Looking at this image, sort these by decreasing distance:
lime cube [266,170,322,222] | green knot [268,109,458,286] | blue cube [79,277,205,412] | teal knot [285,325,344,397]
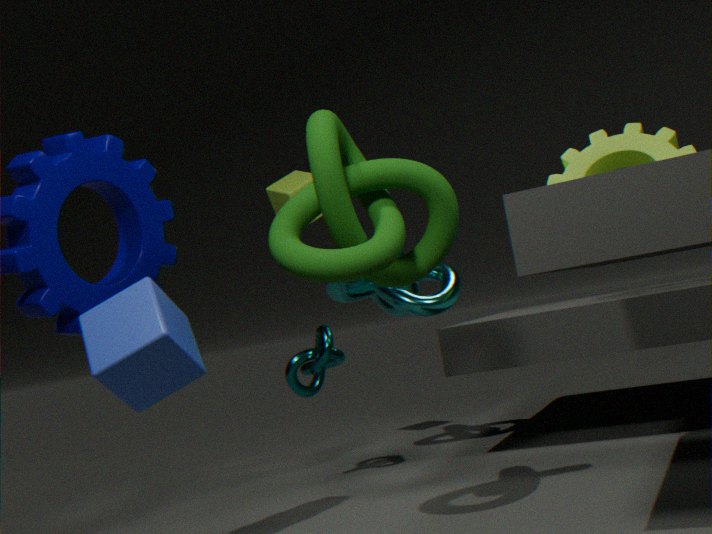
lime cube [266,170,322,222] < teal knot [285,325,344,397] < green knot [268,109,458,286] < blue cube [79,277,205,412]
